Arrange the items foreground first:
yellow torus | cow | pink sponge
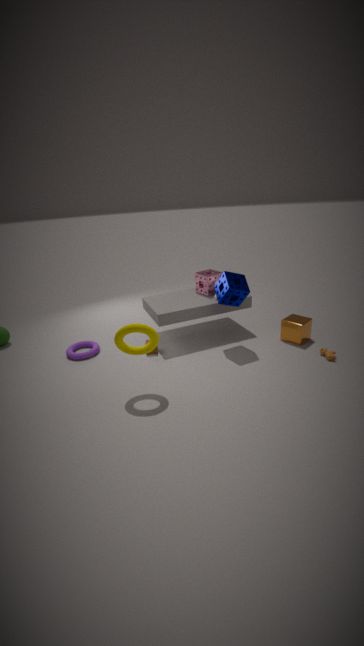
yellow torus < cow < pink sponge
